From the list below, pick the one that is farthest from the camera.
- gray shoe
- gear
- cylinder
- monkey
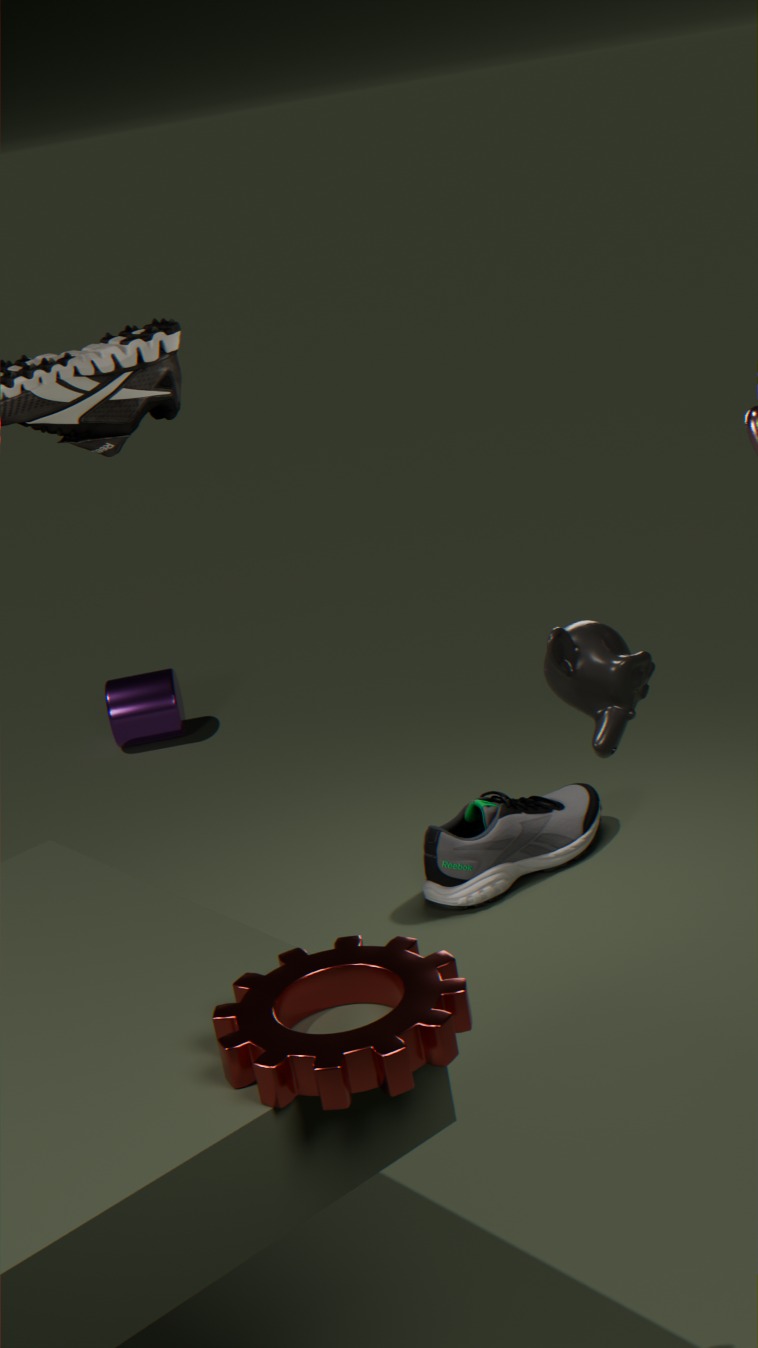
cylinder
